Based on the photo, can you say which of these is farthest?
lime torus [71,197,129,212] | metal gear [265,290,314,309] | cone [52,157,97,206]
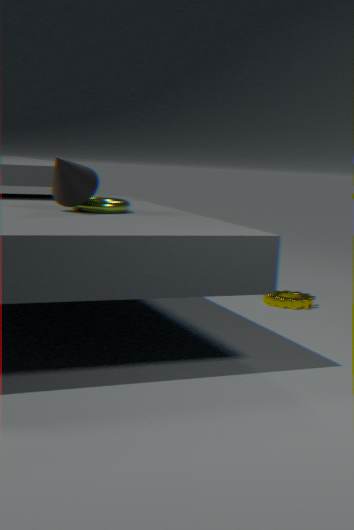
metal gear [265,290,314,309]
